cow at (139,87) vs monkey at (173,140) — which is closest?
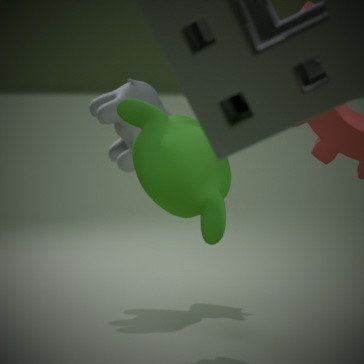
monkey at (173,140)
